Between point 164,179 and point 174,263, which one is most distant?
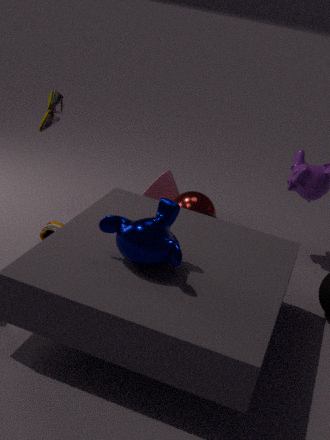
point 164,179
